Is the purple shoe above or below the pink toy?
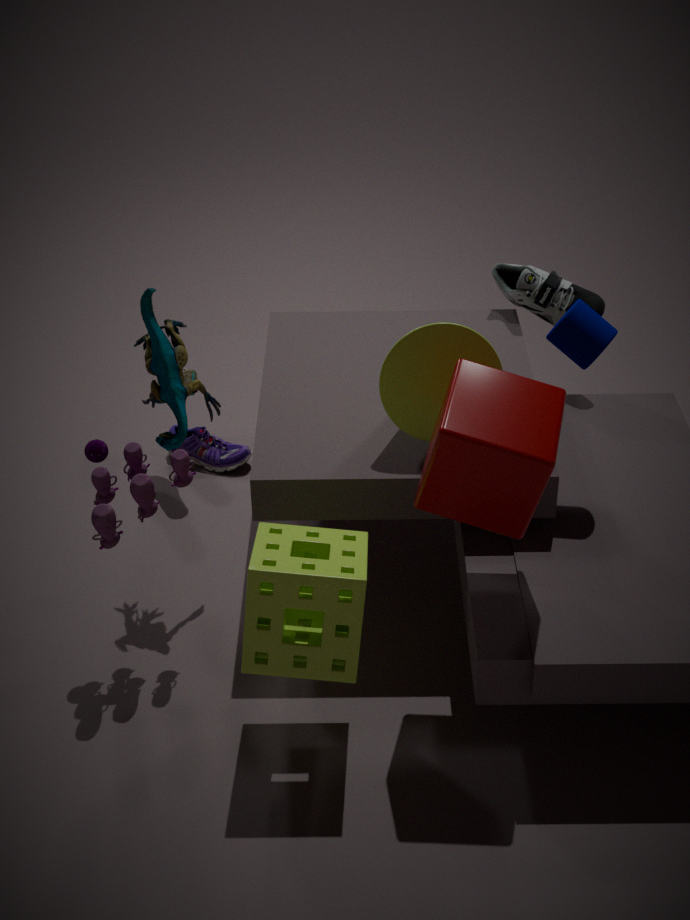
below
